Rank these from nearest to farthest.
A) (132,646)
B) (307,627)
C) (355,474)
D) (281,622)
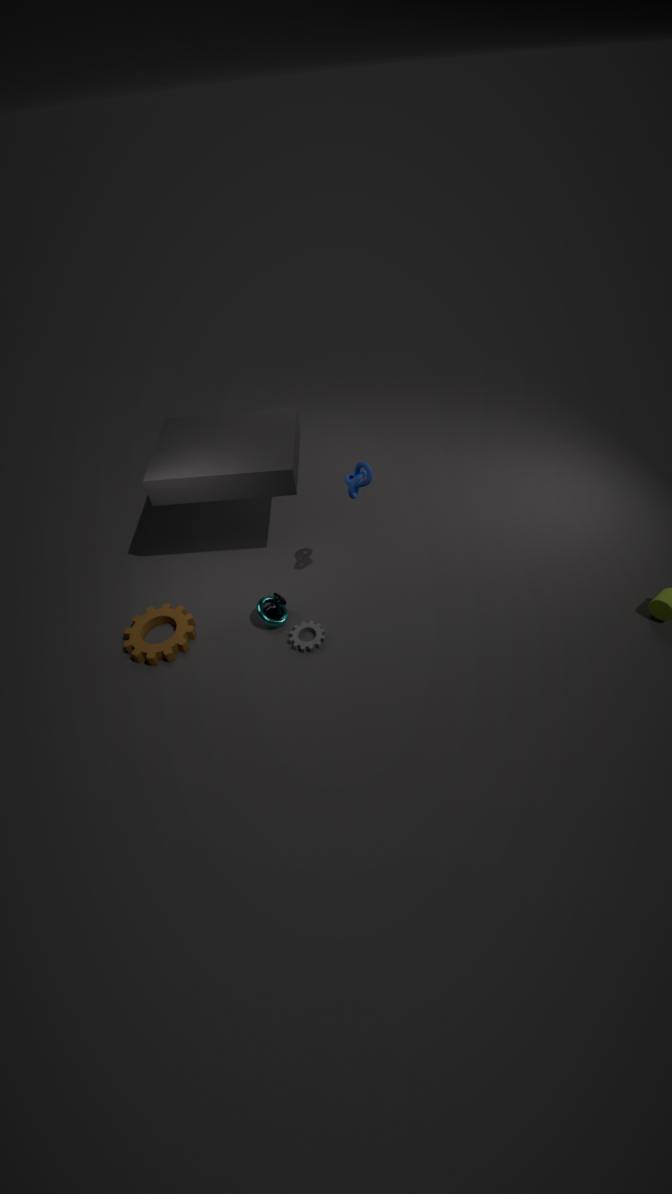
1. (355,474)
2. (132,646)
3. (307,627)
4. (281,622)
